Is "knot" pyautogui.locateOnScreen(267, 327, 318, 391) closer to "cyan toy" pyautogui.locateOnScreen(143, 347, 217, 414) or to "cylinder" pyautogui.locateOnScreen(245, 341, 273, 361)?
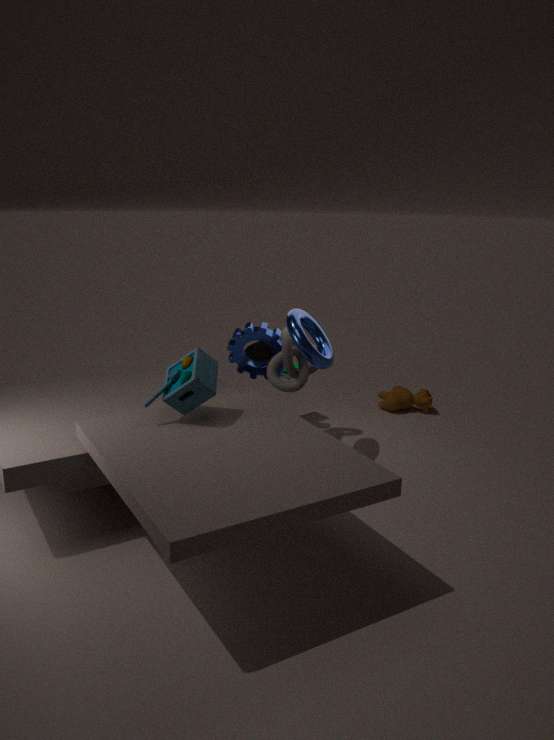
"cyan toy" pyautogui.locateOnScreen(143, 347, 217, 414)
